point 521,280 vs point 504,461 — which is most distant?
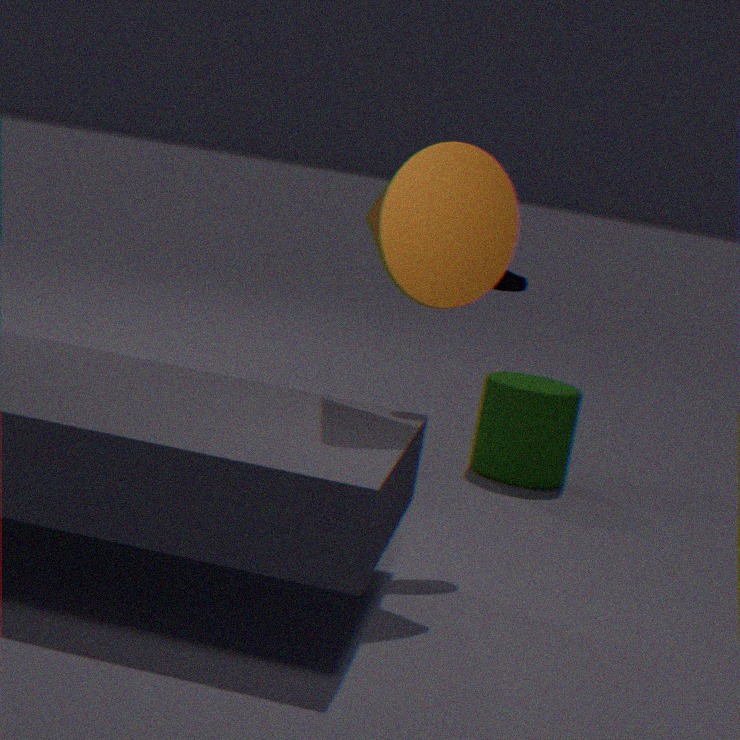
point 504,461
